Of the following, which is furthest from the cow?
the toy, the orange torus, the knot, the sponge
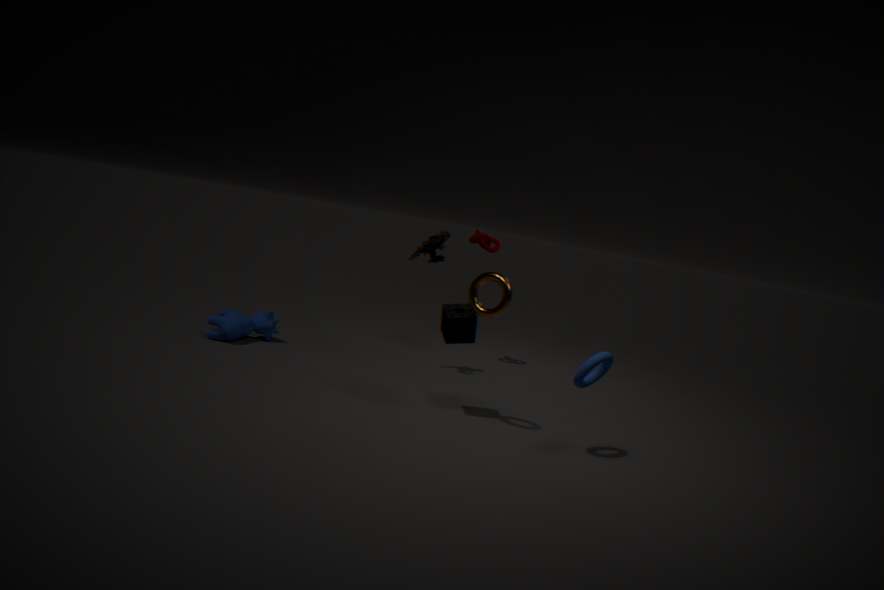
the orange torus
